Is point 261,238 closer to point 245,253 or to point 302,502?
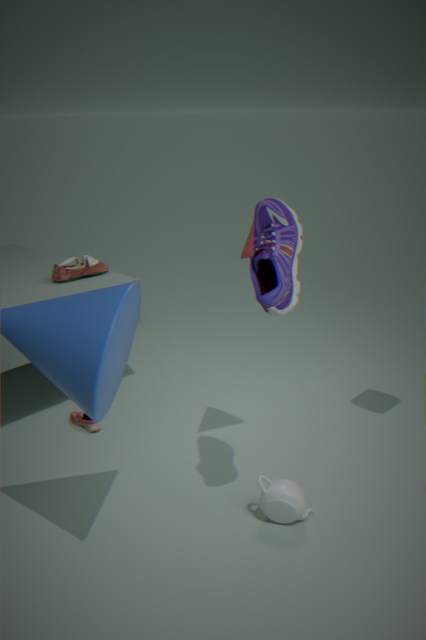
point 245,253
